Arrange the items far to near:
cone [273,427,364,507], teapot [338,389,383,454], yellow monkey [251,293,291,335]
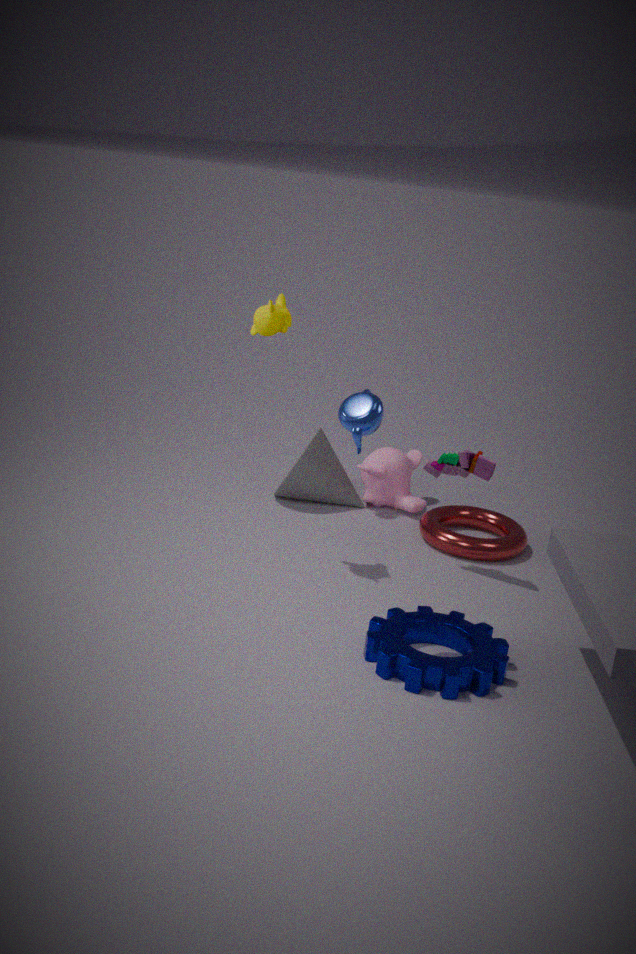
cone [273,427,364,507] < yellow monkey [251,293,291,335] < teapot [338,389,383,454]
